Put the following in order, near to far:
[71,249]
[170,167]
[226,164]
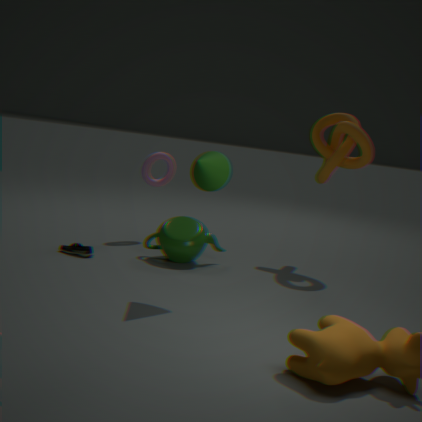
[226,164]
[71,249]
[170,167]
